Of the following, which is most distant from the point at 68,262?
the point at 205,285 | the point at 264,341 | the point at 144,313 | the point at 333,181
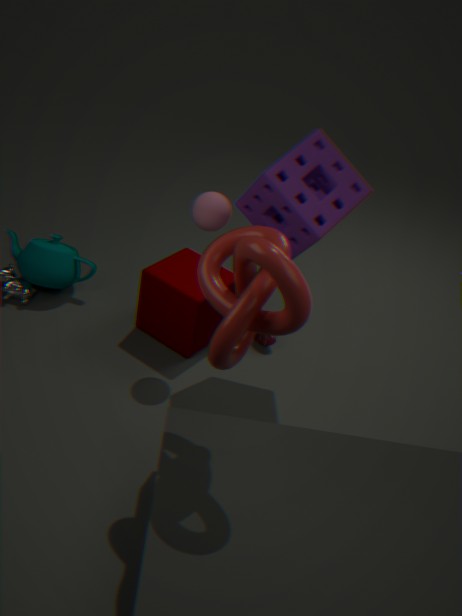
the point at 205,285
